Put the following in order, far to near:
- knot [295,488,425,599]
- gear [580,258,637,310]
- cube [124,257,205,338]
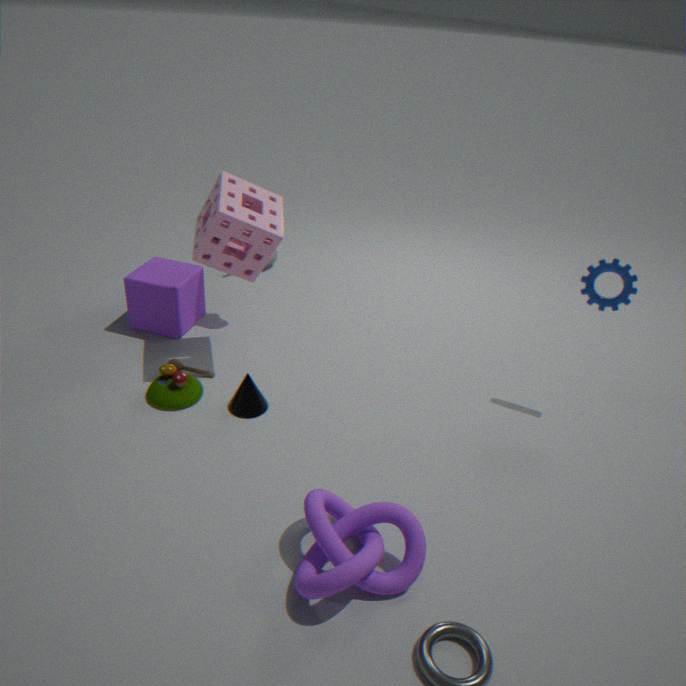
cube [124,257,205,338]
gear [580,258,637,310]
knot [295,488,425,599]
